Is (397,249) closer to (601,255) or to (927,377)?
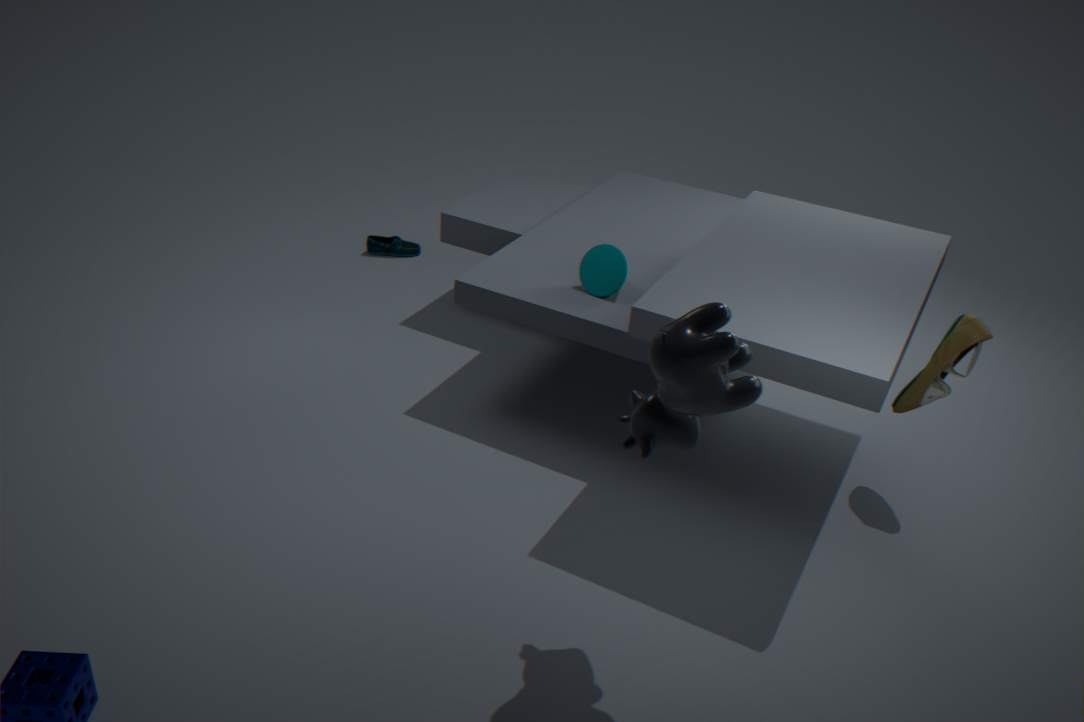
(601,255)
